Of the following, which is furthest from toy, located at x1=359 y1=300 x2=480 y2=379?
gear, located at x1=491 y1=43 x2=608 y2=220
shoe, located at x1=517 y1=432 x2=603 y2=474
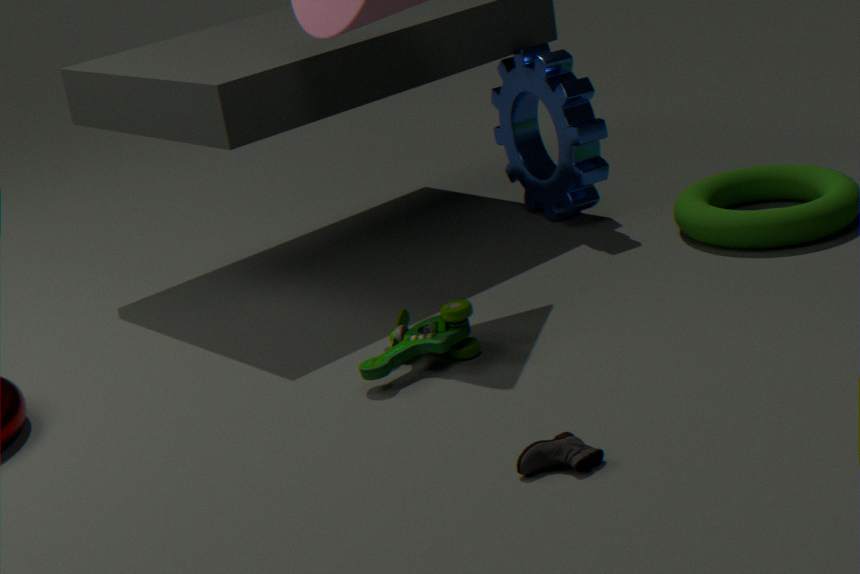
gear, located at x1=491 y1=43 x2=608 y2=220
